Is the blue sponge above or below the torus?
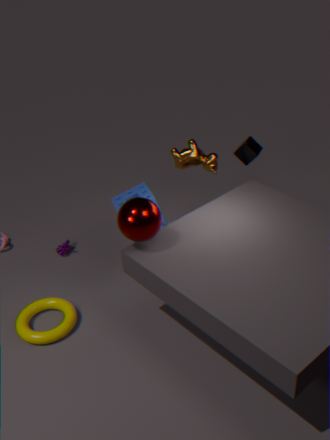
above
